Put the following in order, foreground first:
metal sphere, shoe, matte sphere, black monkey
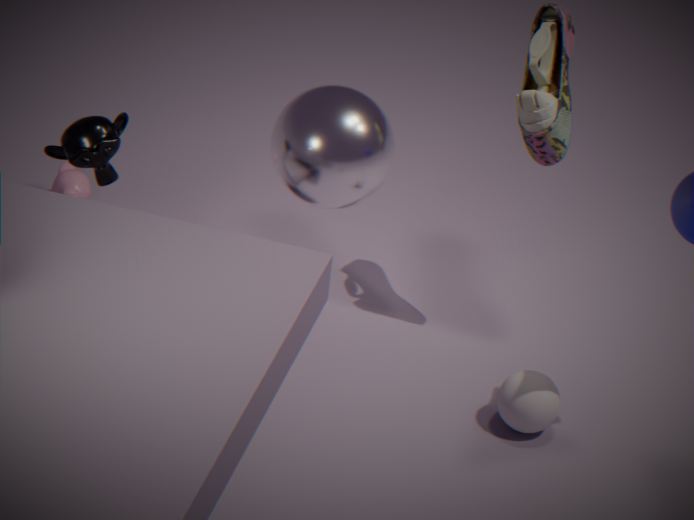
black monkey, metal sphere, matte sphere, shoe
